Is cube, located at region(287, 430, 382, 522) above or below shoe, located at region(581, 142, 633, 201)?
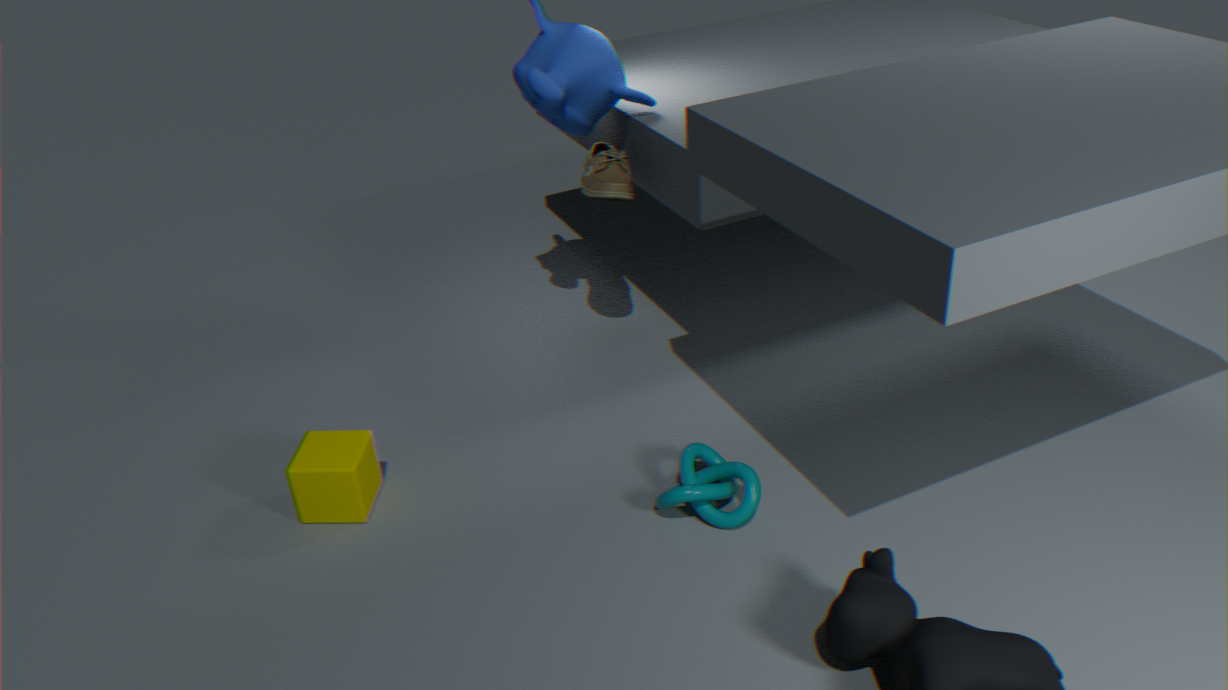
below
